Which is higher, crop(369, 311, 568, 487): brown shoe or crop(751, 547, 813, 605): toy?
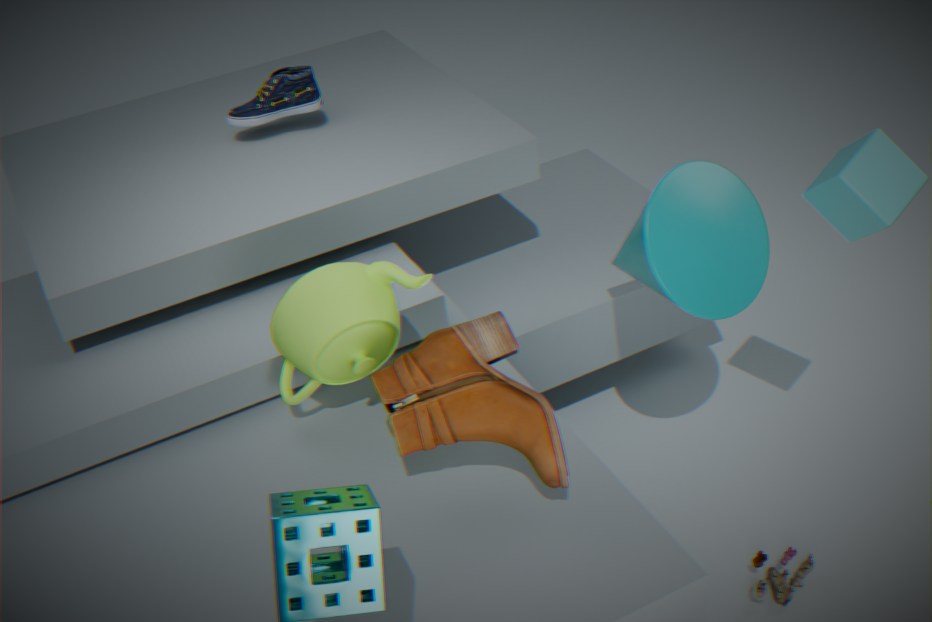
crop(369, 311, 568, 487): brown shoe
